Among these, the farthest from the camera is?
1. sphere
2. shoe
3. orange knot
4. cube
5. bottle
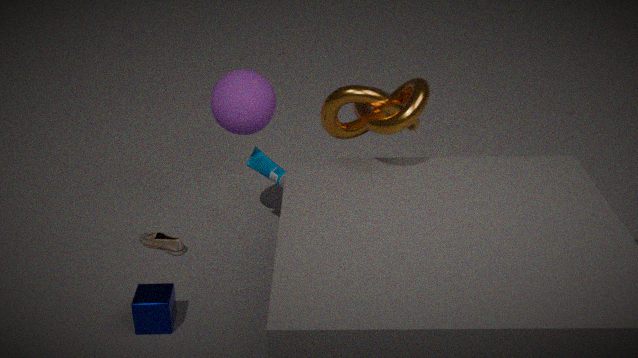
shoe
